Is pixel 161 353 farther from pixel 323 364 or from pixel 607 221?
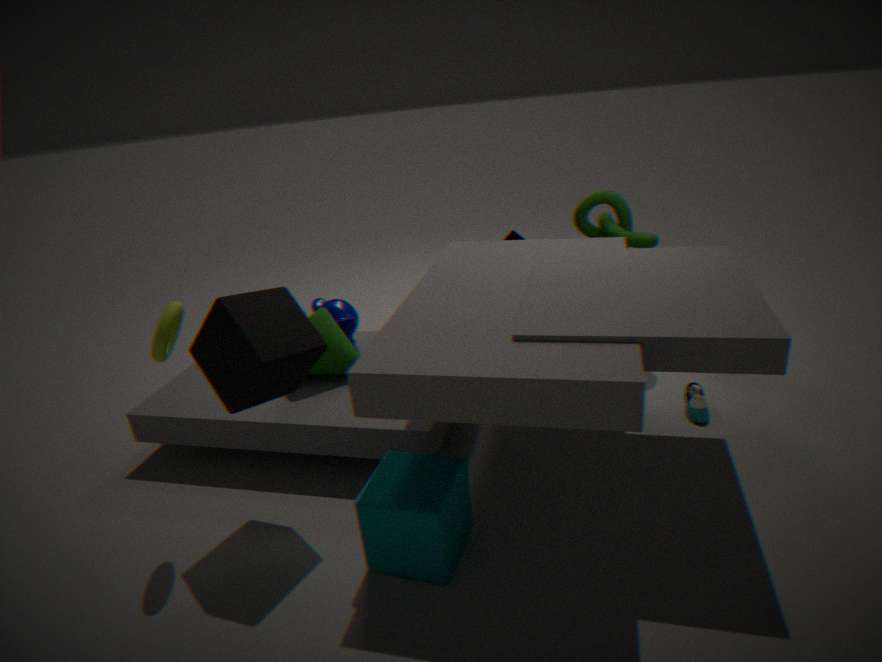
pixel 607 221
